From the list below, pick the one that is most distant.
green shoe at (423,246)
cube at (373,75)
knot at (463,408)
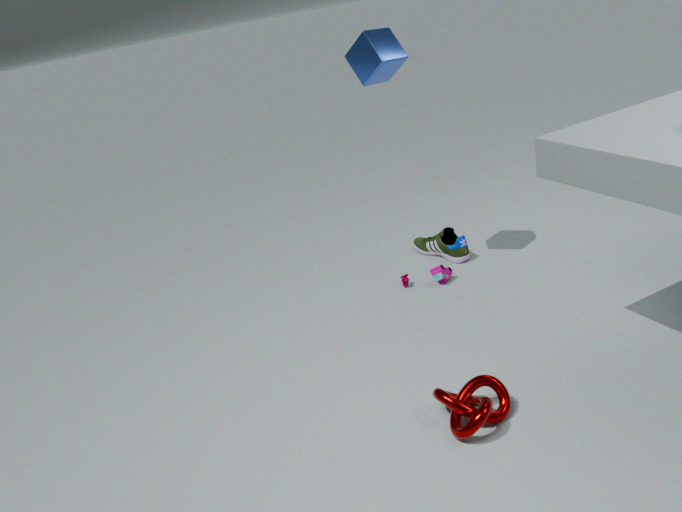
green shoe at (423,246)
